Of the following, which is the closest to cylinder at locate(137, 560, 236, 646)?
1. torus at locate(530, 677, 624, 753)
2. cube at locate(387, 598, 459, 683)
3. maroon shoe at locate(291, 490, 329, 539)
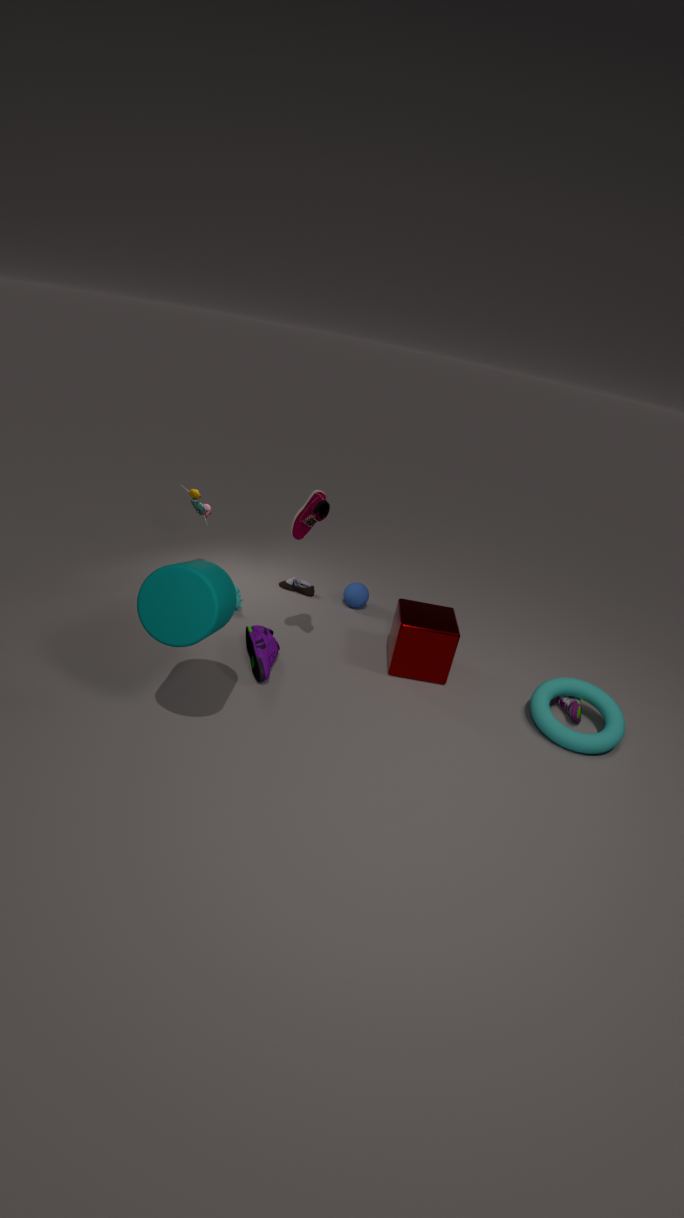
maroon shoe at locate(291, 490, 329, 539)
